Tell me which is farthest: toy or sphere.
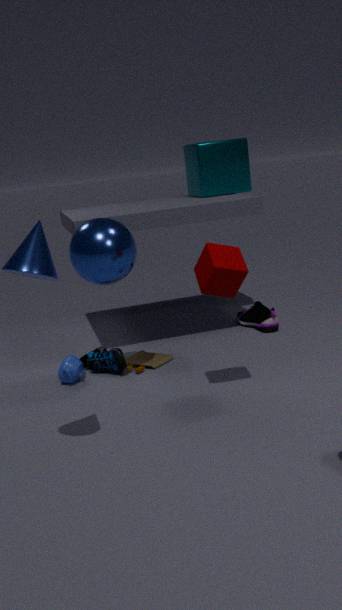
toy
